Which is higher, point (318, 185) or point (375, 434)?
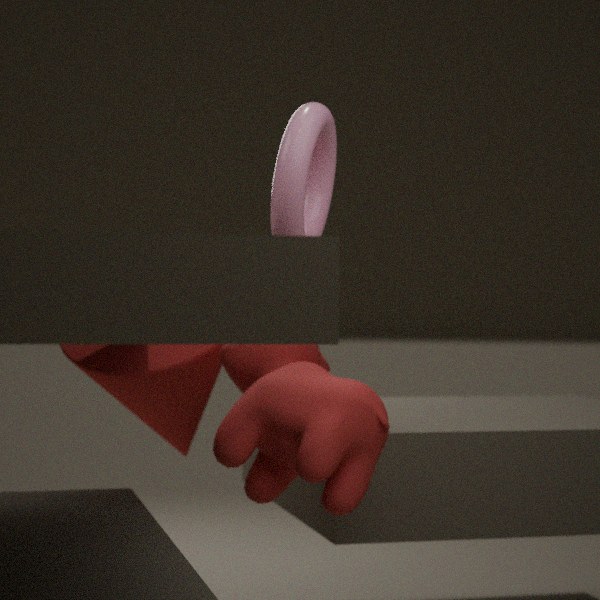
point (318, 185)
